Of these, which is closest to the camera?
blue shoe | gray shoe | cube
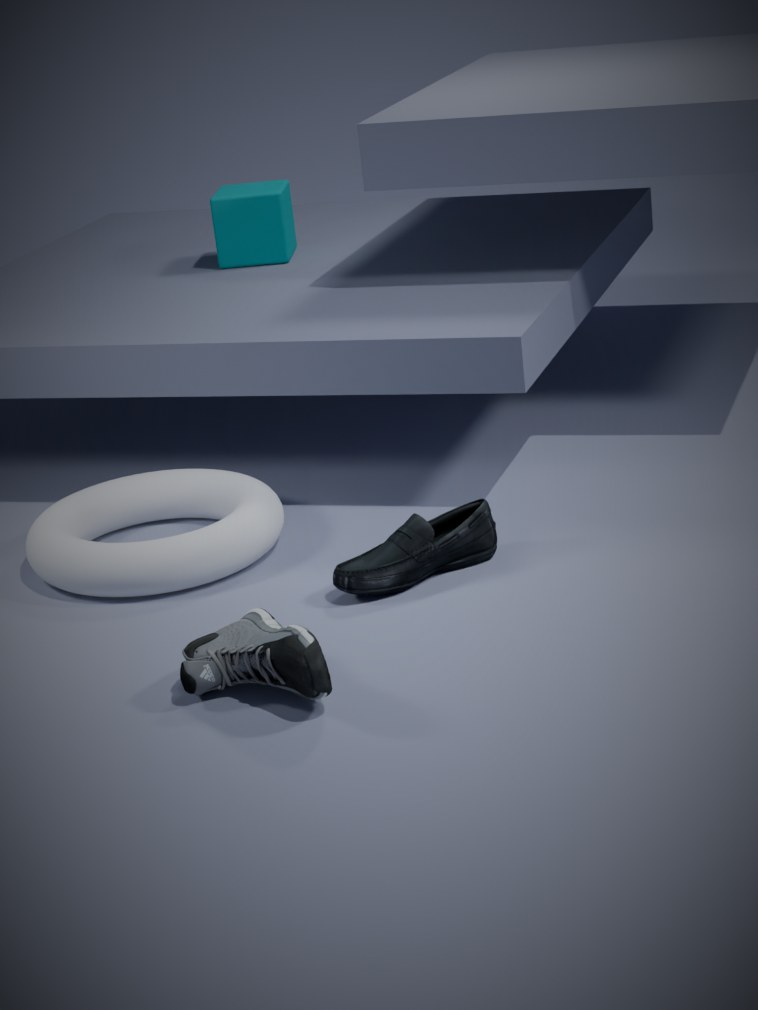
gray shoe
